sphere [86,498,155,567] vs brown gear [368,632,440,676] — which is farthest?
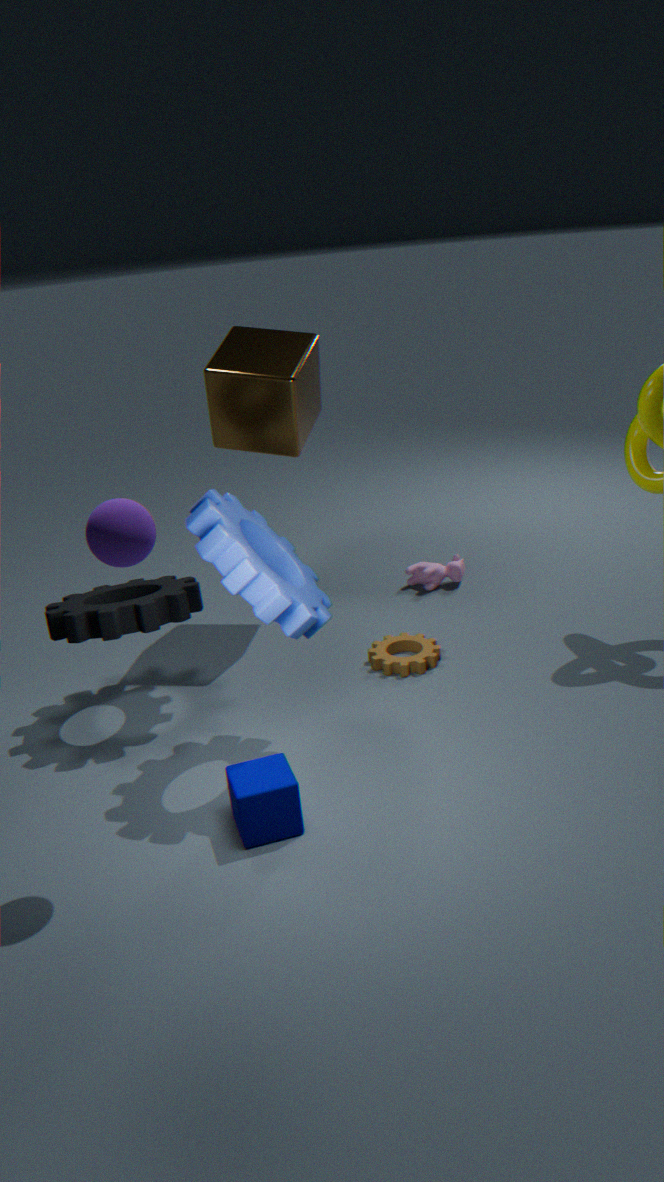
brown gear [368,632,440,676]
